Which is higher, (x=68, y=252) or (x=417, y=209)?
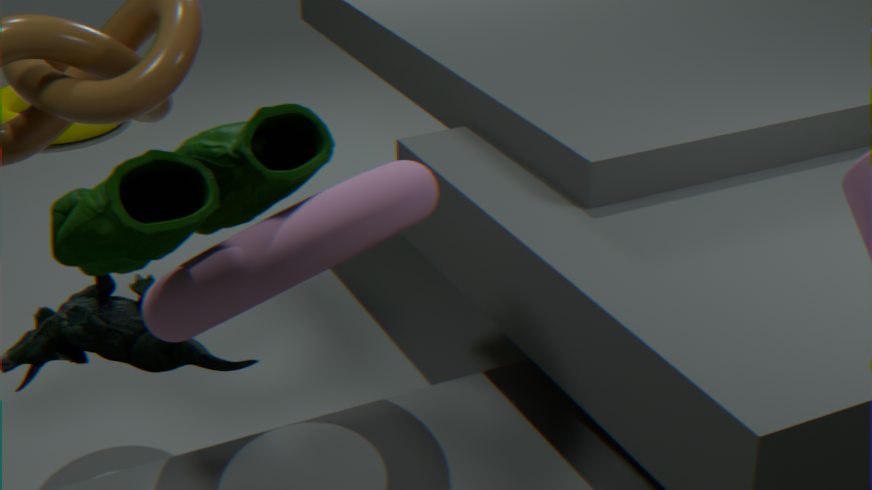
(x=68, y=252)
